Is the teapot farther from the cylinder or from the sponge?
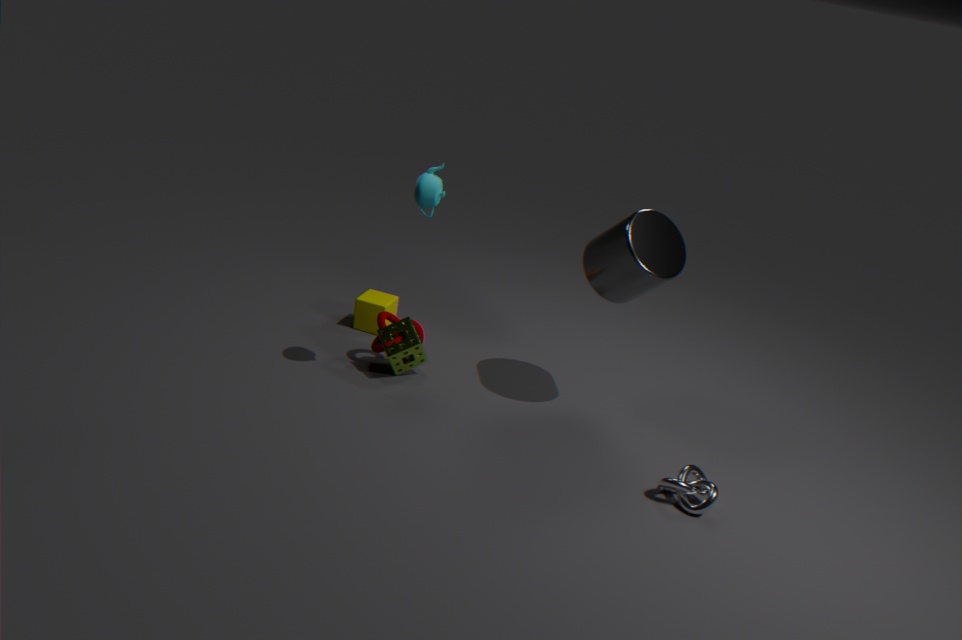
the cylinder
